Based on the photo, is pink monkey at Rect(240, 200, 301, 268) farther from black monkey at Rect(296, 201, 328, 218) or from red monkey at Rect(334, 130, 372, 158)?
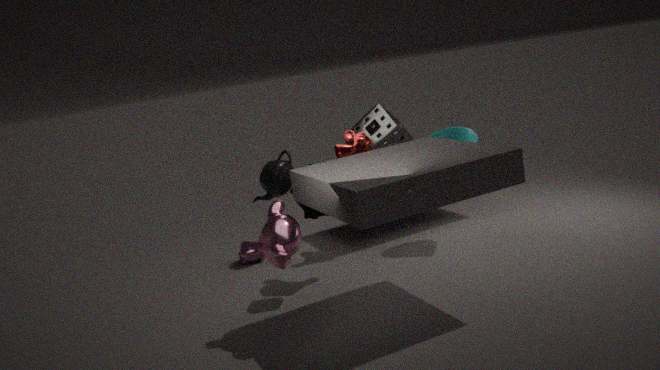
red monkey at Rect(334, 130, 372, 158)
